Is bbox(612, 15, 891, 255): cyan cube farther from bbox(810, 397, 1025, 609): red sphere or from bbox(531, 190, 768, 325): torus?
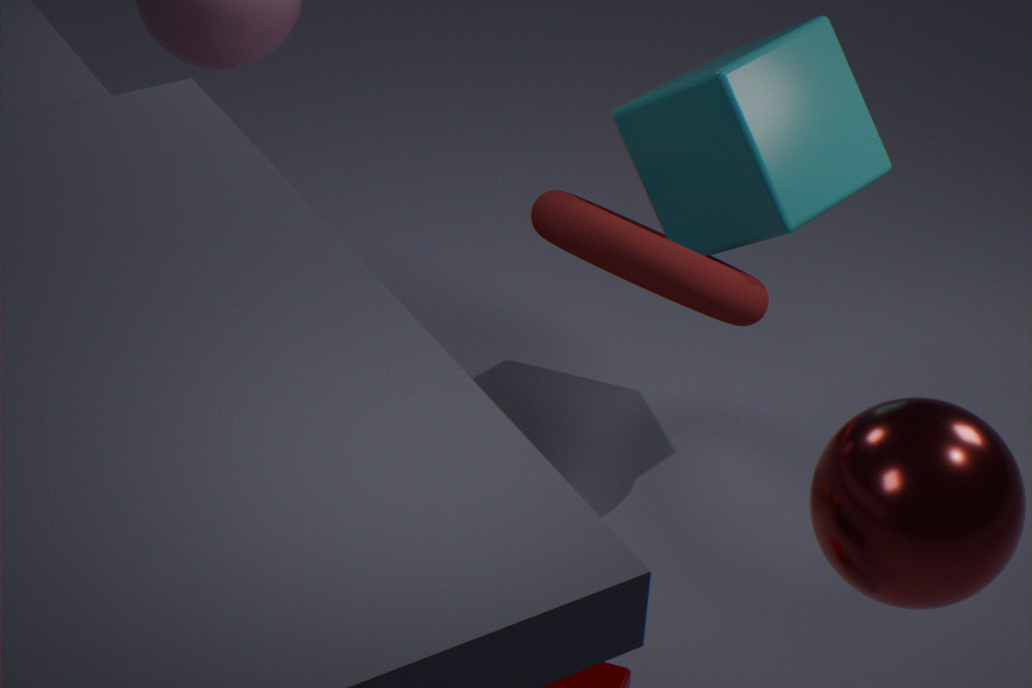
bbox(810, 397, 1025, 609): red sphere
